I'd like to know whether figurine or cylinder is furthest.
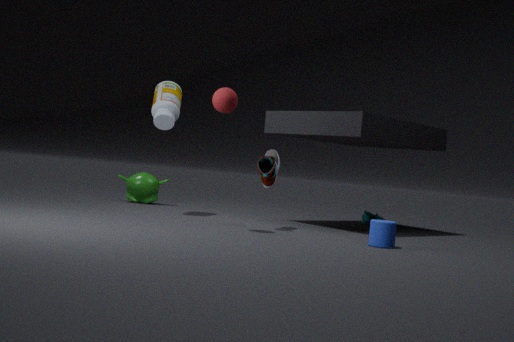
figurine
